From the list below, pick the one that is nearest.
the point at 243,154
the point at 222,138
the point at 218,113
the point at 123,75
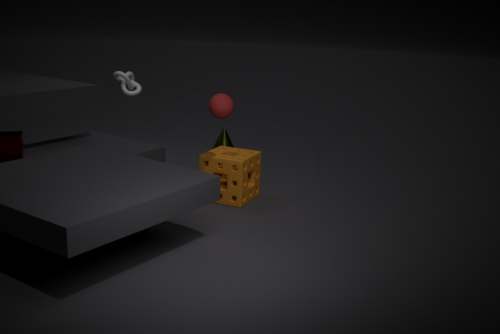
the point at 218,113
